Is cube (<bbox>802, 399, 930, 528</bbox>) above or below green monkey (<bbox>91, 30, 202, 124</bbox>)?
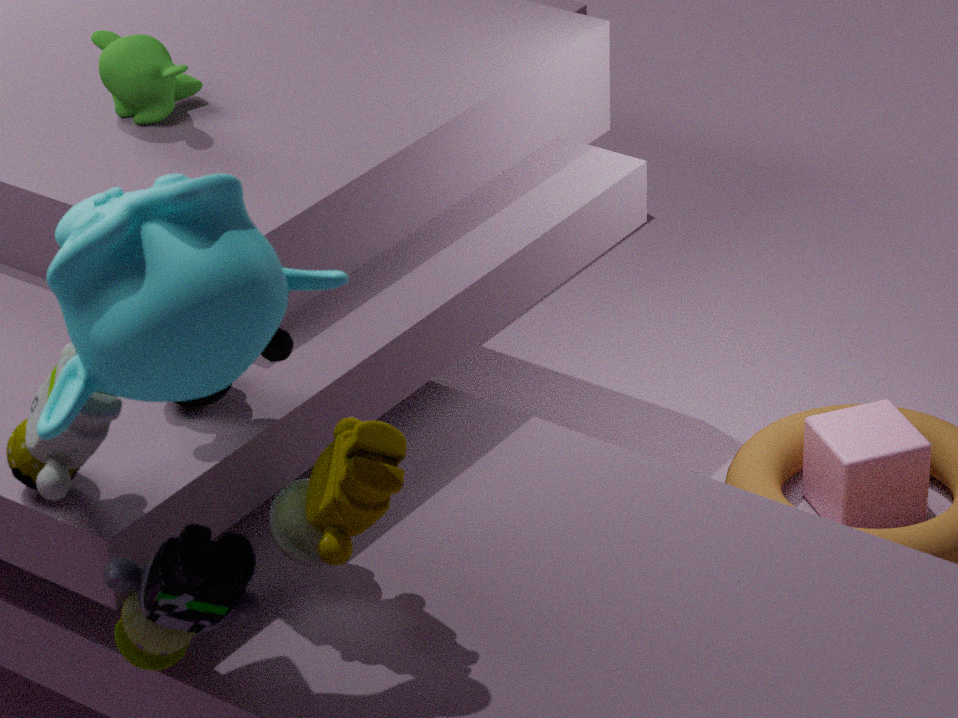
below
